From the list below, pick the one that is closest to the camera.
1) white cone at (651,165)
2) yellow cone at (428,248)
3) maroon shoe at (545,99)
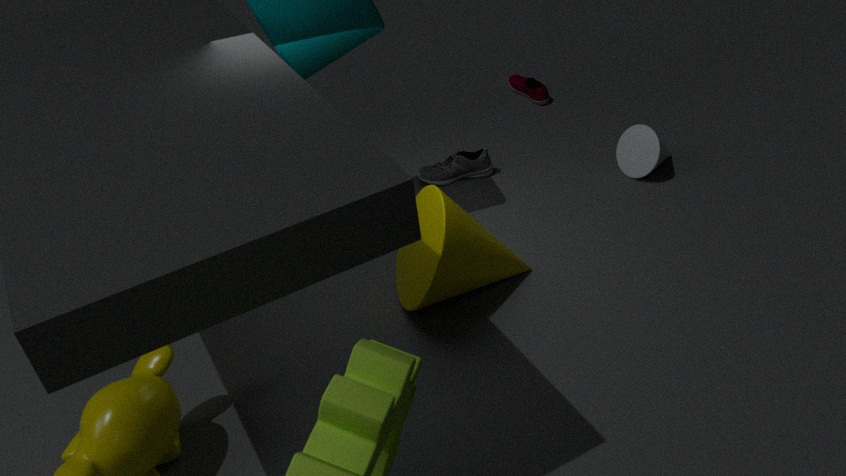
2. yellow cone at (428,248)
